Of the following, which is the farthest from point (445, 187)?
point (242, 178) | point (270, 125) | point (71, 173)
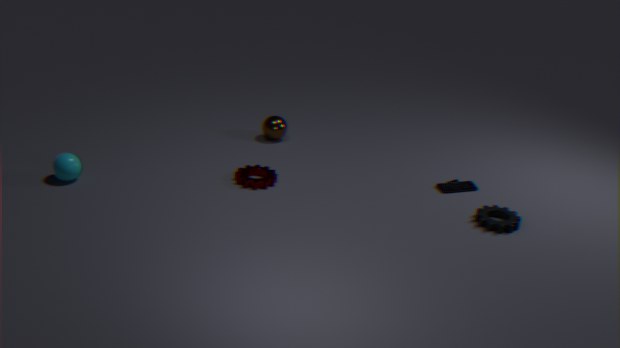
point (71, 173)
